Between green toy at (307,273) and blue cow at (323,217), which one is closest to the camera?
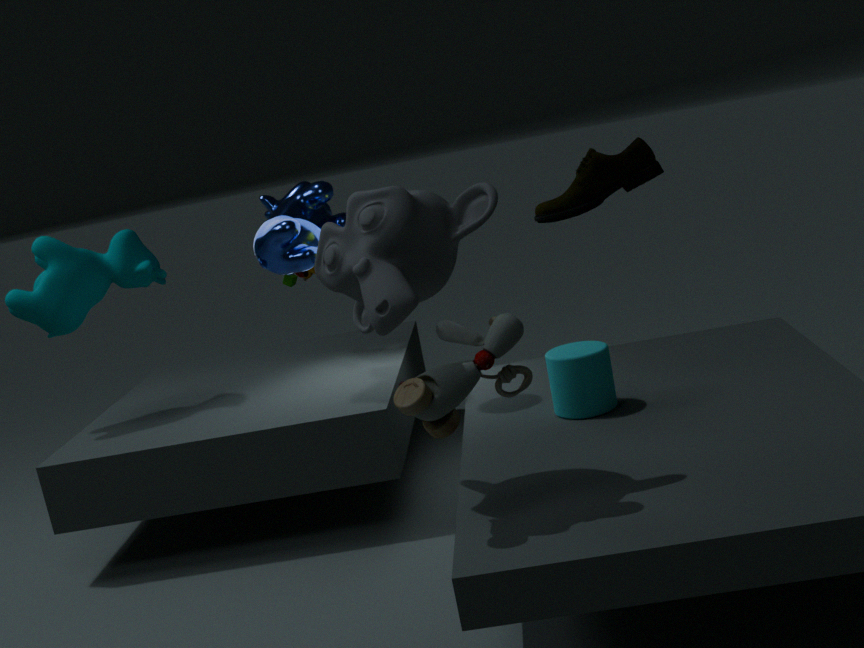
blue cow at (323,217)
